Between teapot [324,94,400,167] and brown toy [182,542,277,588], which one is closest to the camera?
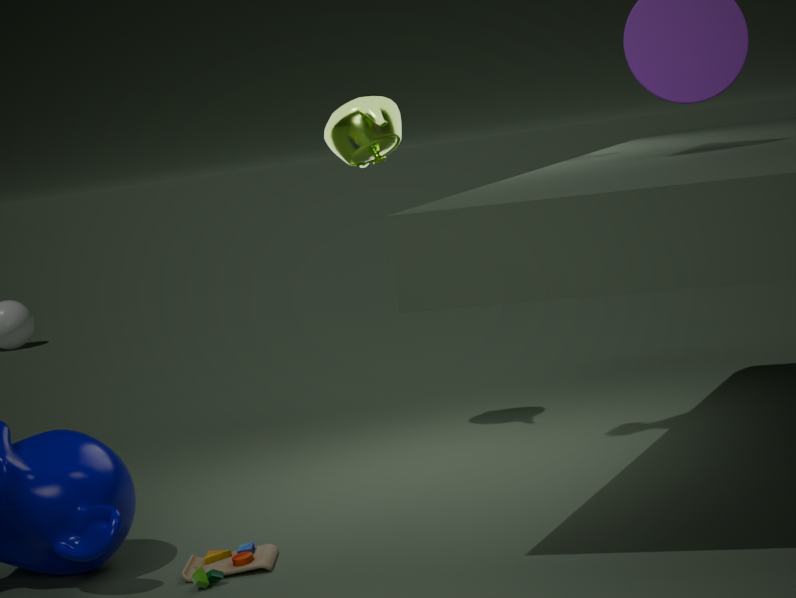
brown toy [182,542,277,588]
